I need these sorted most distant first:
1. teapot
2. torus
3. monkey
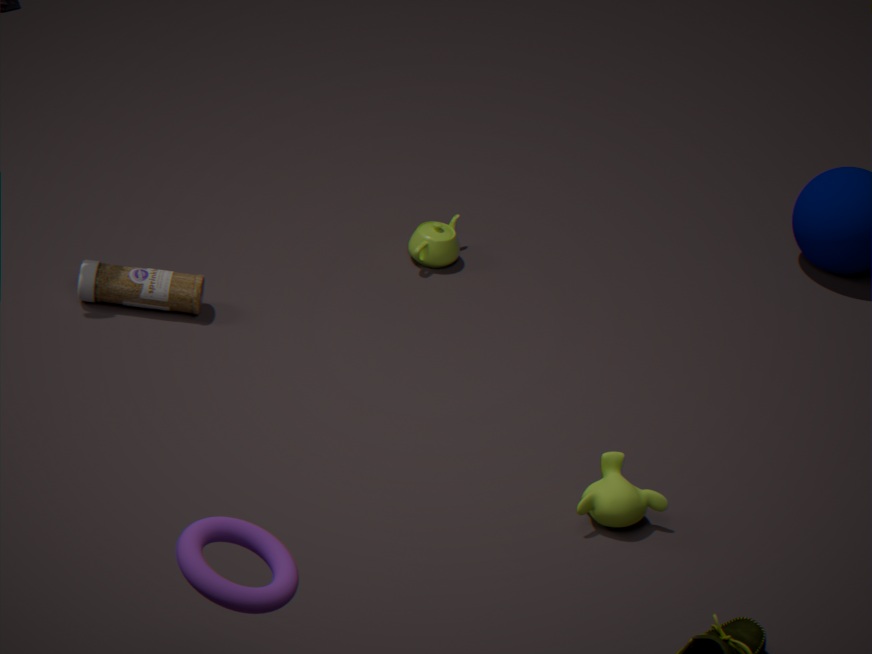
1. teapot
2. monkey
3. torus
